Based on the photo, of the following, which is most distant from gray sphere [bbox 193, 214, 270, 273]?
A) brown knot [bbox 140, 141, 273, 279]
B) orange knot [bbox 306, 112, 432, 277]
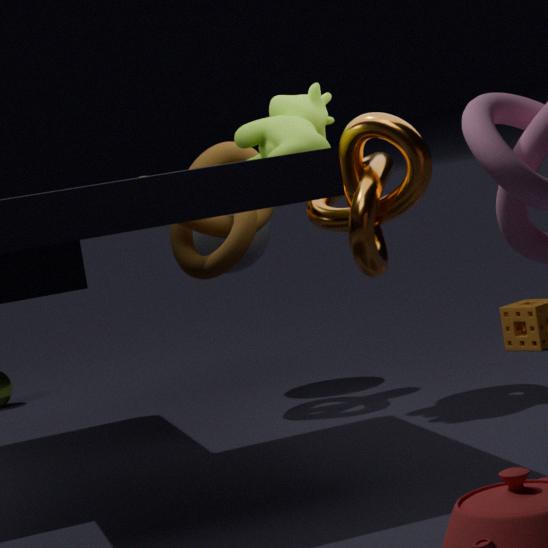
orange knot [bbox 306, 112, 432, 277]
